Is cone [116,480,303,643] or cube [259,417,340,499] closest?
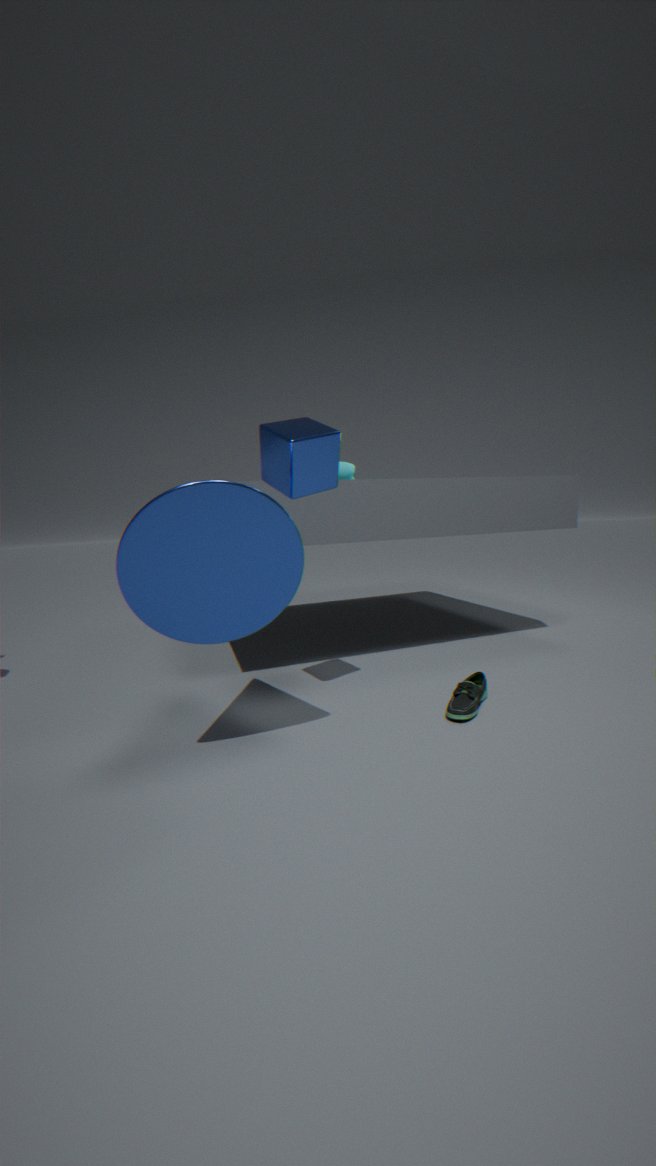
cone [116,480,303,643]
